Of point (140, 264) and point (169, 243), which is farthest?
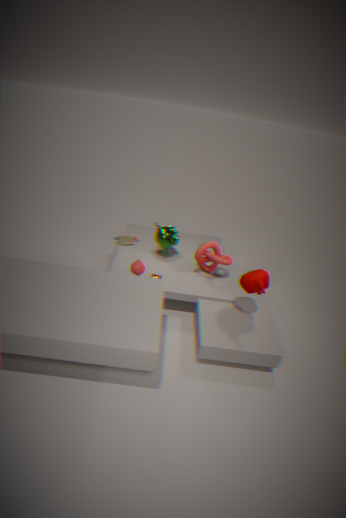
point (169, 243)
